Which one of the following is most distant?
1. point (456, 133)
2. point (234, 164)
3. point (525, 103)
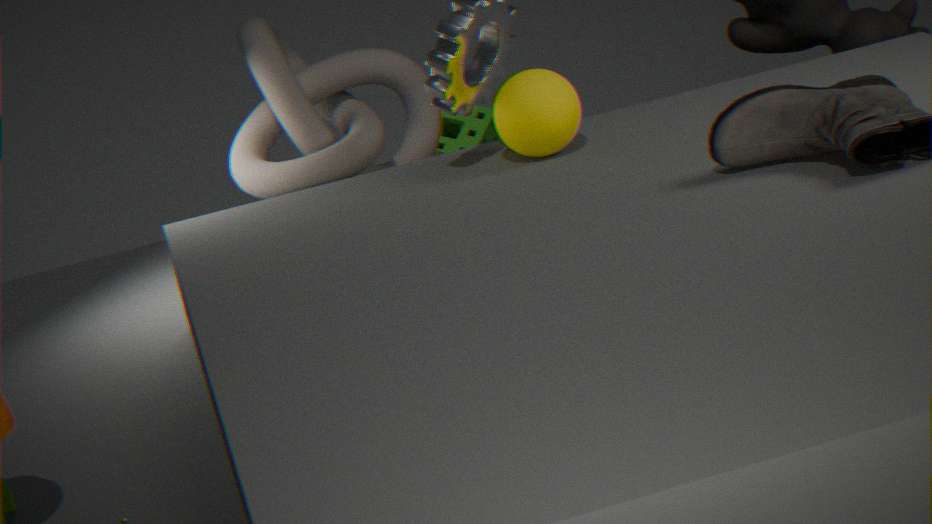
point (456, 133)
